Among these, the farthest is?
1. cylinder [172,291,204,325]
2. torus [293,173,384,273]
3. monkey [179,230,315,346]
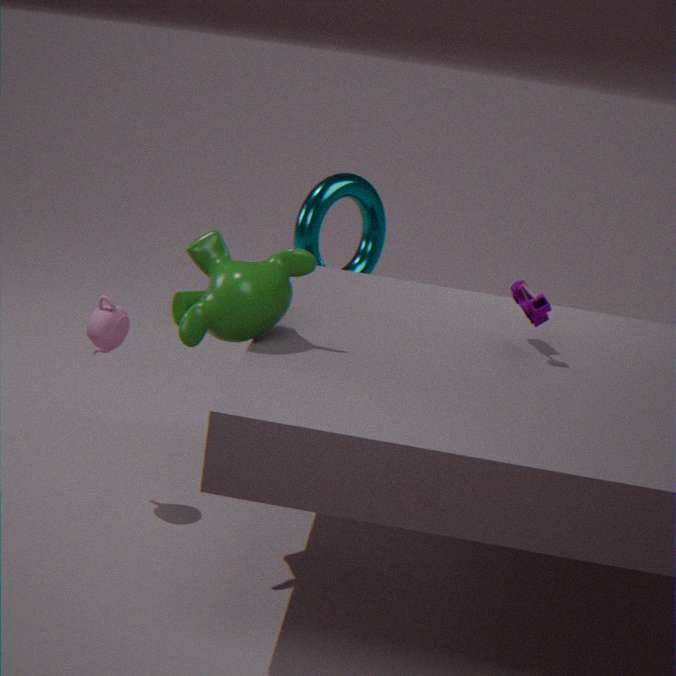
cylinder [172,291,204,325]
